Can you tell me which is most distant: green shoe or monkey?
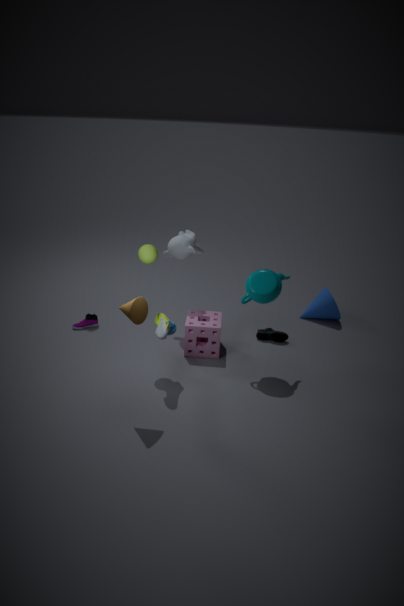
monkey
